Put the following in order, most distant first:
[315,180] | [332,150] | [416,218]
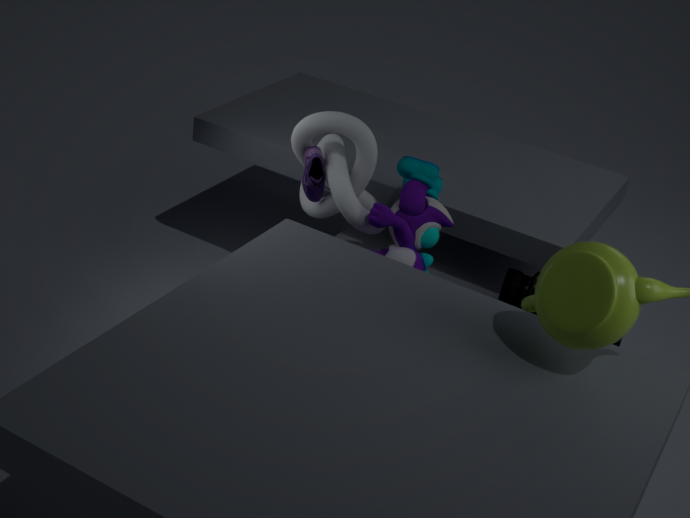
[332,150], [315,180], [416,218]
